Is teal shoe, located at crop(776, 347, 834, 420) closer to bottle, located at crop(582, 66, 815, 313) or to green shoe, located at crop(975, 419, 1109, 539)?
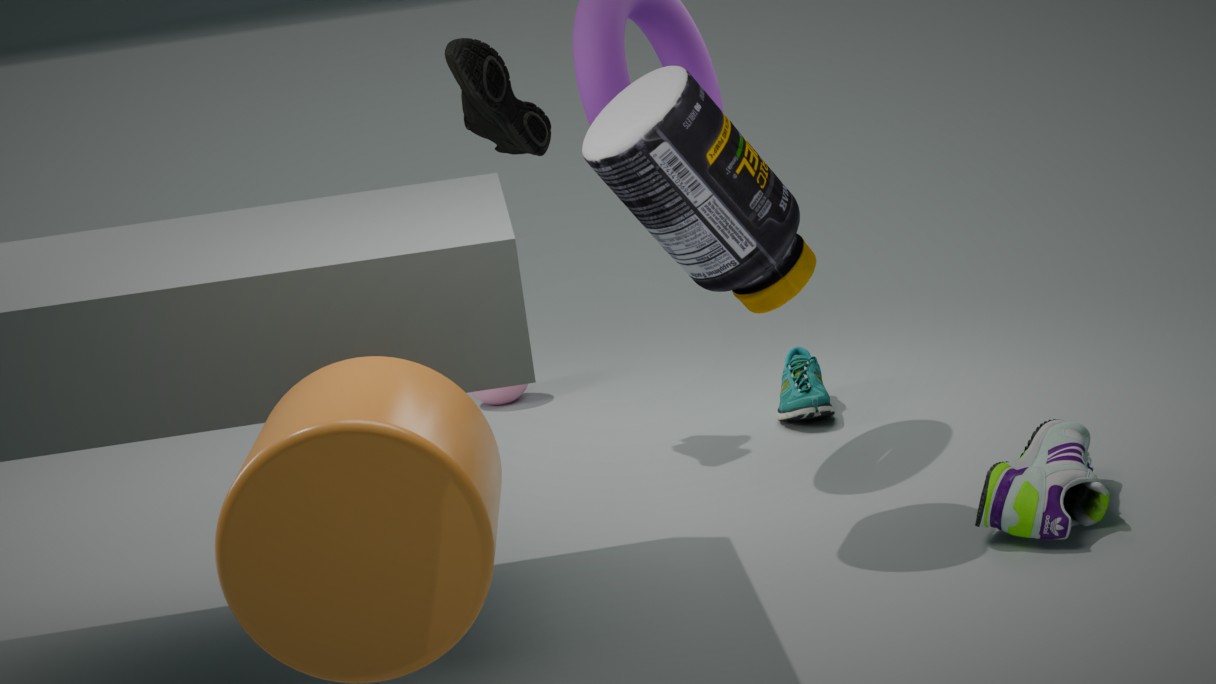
bottle, located at crop(582, 66, 815, 313)
